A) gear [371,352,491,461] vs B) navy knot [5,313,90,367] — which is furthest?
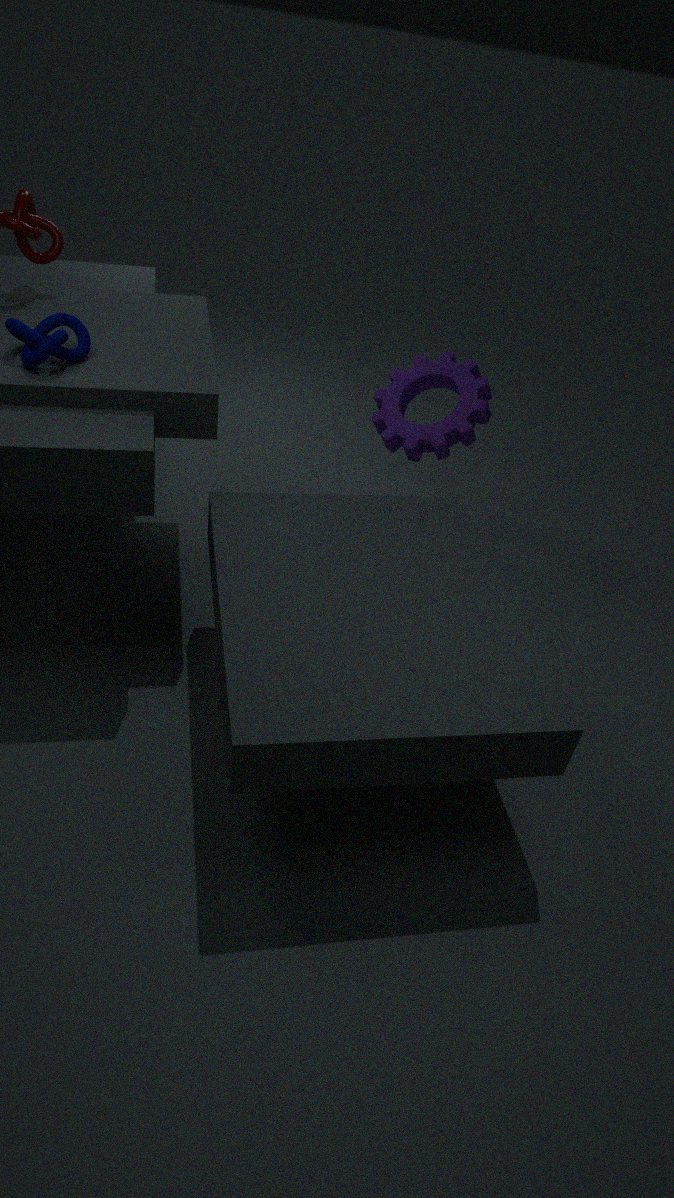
A. gear [371,352,491,461]
